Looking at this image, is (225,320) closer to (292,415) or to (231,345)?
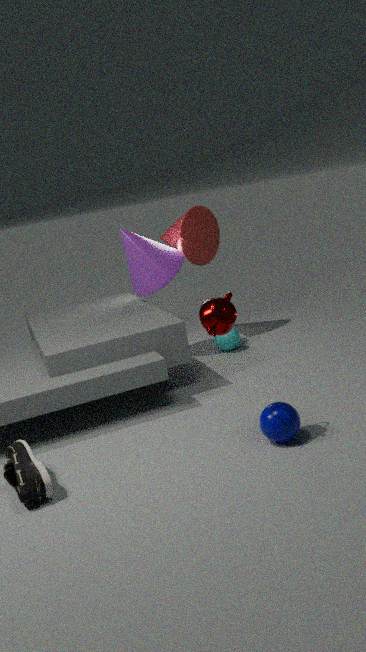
(292,415)
